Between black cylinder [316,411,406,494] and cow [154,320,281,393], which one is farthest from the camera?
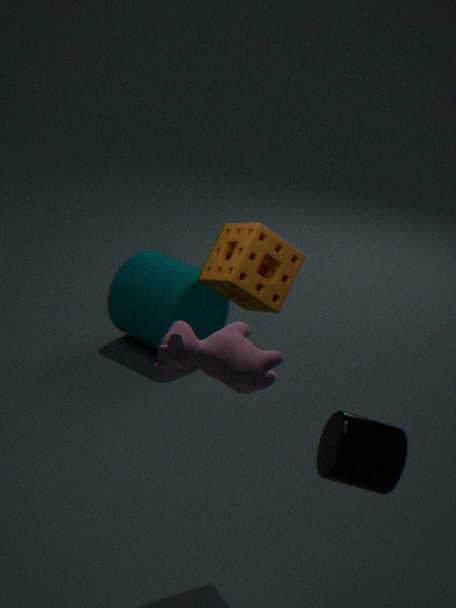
black cylinder [316,411,406,494]
